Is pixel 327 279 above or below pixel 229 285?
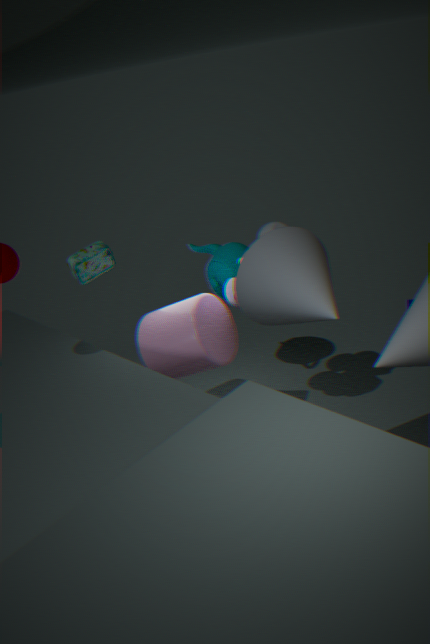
above
